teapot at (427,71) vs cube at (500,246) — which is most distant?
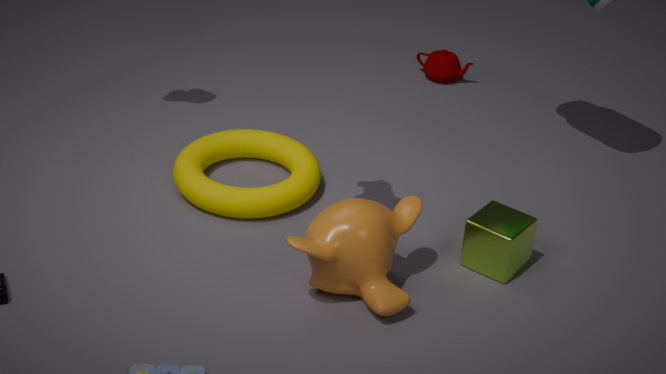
teapot at (427,71)
